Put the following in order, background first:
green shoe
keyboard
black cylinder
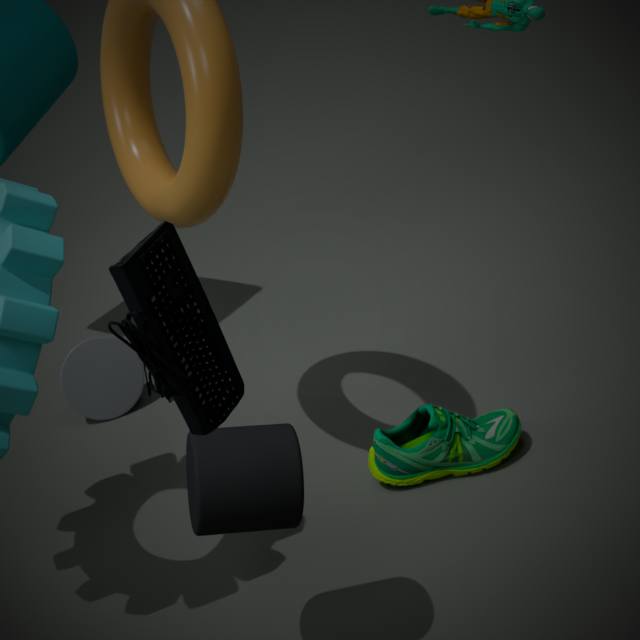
green shoe → black cylinder → keyboard
